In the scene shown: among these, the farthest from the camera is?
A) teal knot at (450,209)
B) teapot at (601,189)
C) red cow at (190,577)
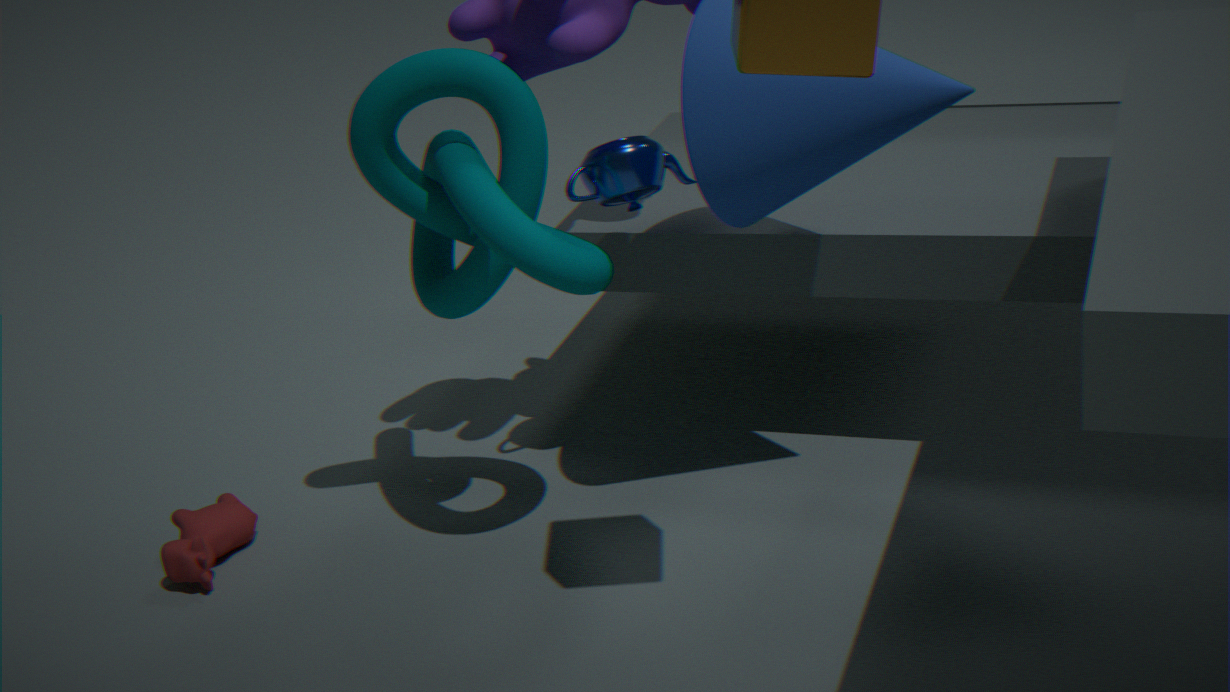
red cow at (190,577)
